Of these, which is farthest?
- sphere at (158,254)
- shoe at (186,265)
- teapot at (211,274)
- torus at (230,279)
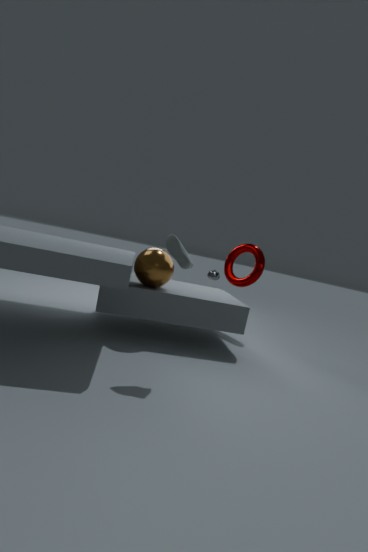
teapot at (211,274)
